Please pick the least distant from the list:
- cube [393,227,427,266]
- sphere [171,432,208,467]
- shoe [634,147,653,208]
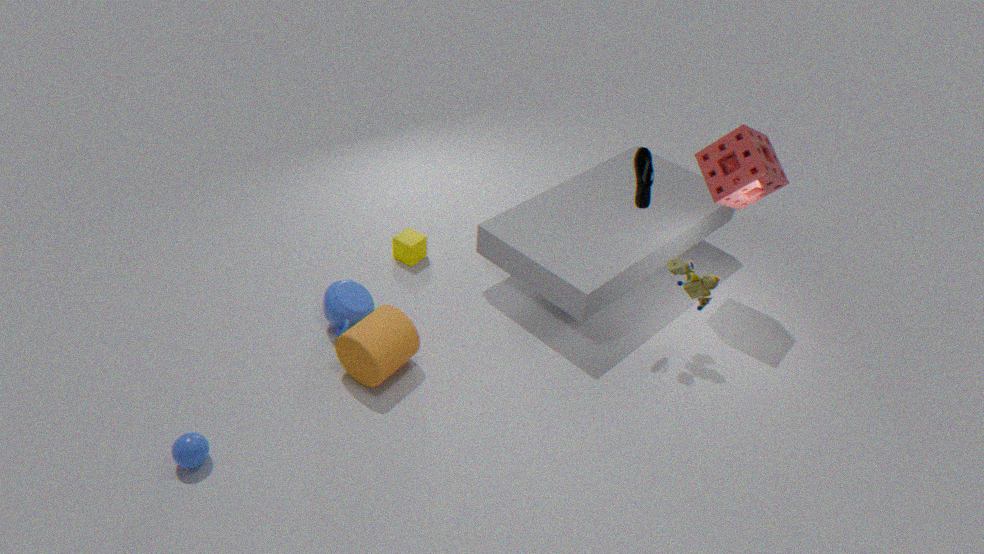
sphere [171,432,208,467]
